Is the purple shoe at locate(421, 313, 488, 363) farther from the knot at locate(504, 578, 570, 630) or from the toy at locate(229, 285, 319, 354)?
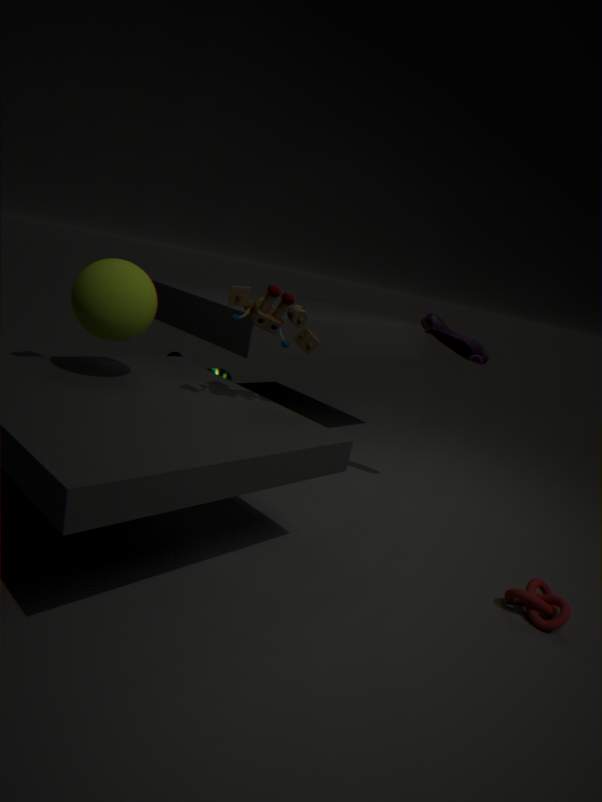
the knot at locate(504, 578, 570, 630)
